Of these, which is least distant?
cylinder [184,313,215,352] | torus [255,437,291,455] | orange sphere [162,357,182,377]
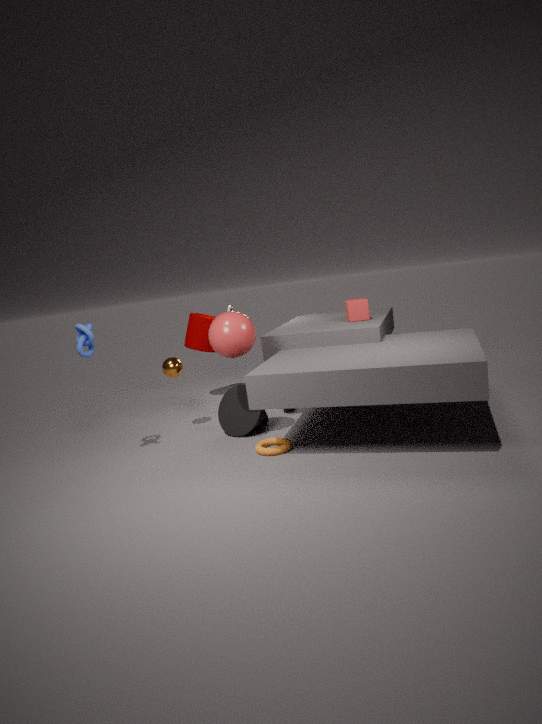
torus [255,437,291,455]
